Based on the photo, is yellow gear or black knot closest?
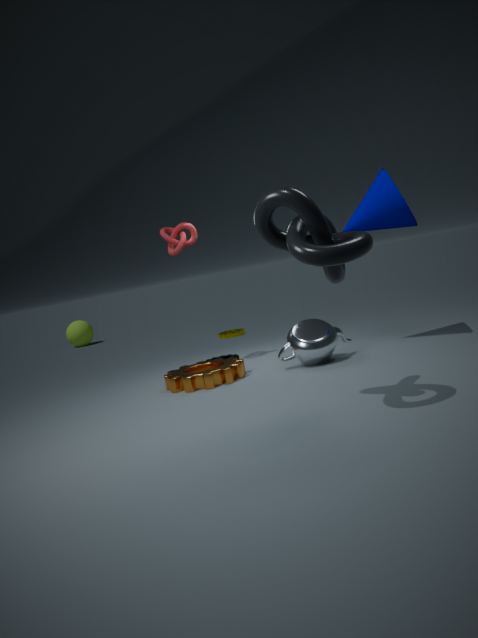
black knot
